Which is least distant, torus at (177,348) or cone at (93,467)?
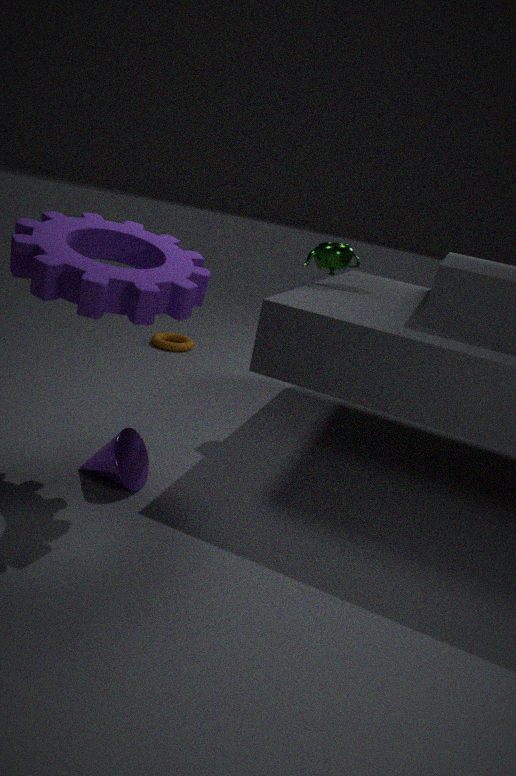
cone at (93,467)
